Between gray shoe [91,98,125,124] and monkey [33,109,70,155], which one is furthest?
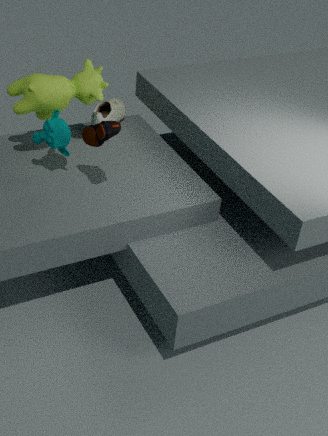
gray shoe [91,98,125,124]
